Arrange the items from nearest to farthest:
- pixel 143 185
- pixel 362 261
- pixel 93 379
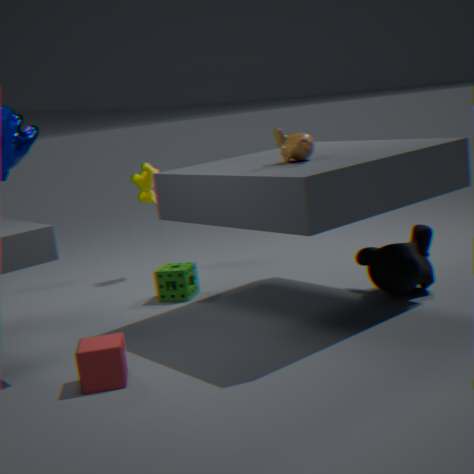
pixel 93 379 < pixel 362 261 < pixel 143 185
